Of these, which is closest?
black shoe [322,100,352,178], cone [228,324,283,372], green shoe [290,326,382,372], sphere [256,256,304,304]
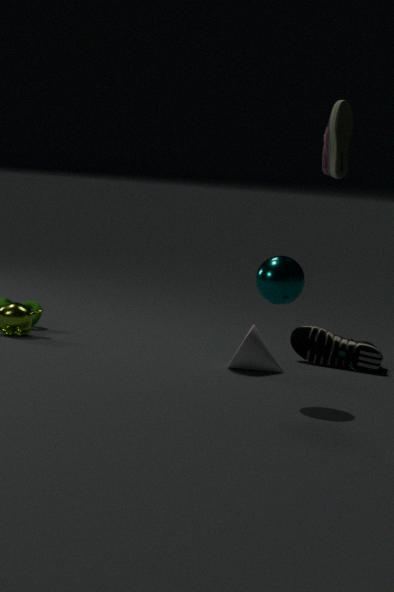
sphere [256,256,304,304]
